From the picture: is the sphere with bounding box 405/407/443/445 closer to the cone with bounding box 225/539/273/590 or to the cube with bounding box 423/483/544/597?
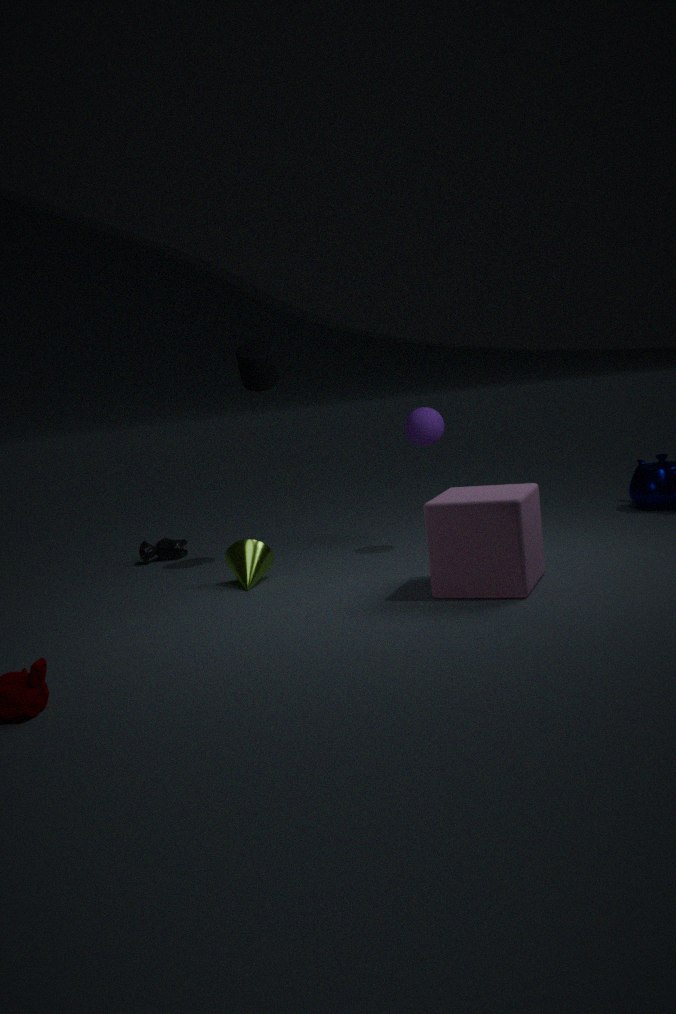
the cube with bounding box 423/483/544/597
